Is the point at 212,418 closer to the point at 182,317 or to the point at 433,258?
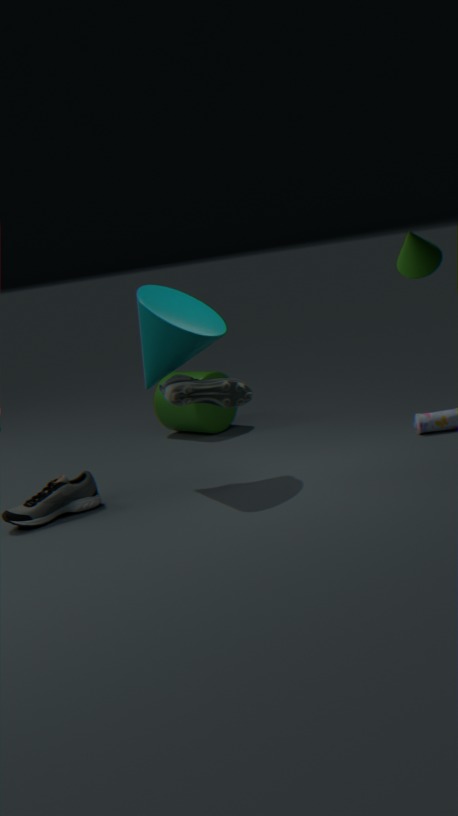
the point at 182,317
